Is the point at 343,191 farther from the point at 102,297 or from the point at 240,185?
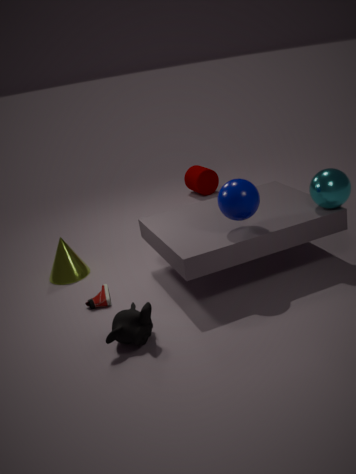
the point at 102,297
